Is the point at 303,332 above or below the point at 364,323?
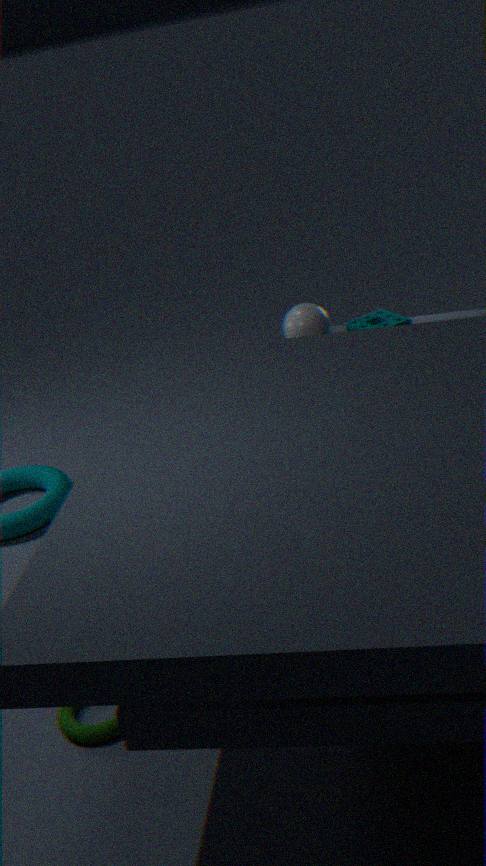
above
